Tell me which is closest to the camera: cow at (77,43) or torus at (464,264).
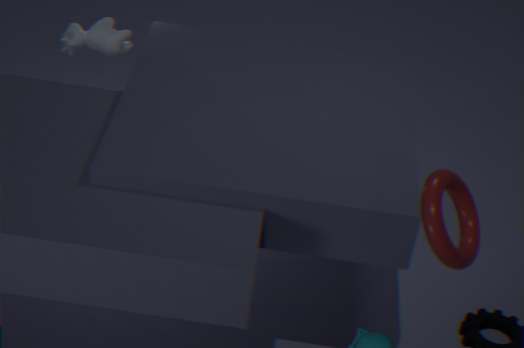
torus at (464,264)
